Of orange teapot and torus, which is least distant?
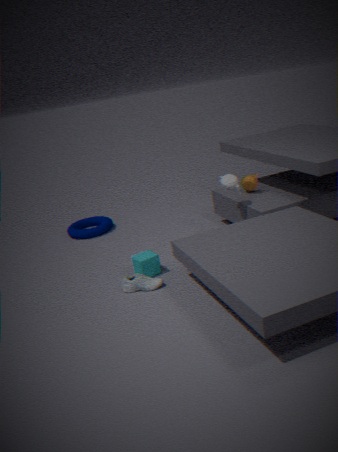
orange teapot
